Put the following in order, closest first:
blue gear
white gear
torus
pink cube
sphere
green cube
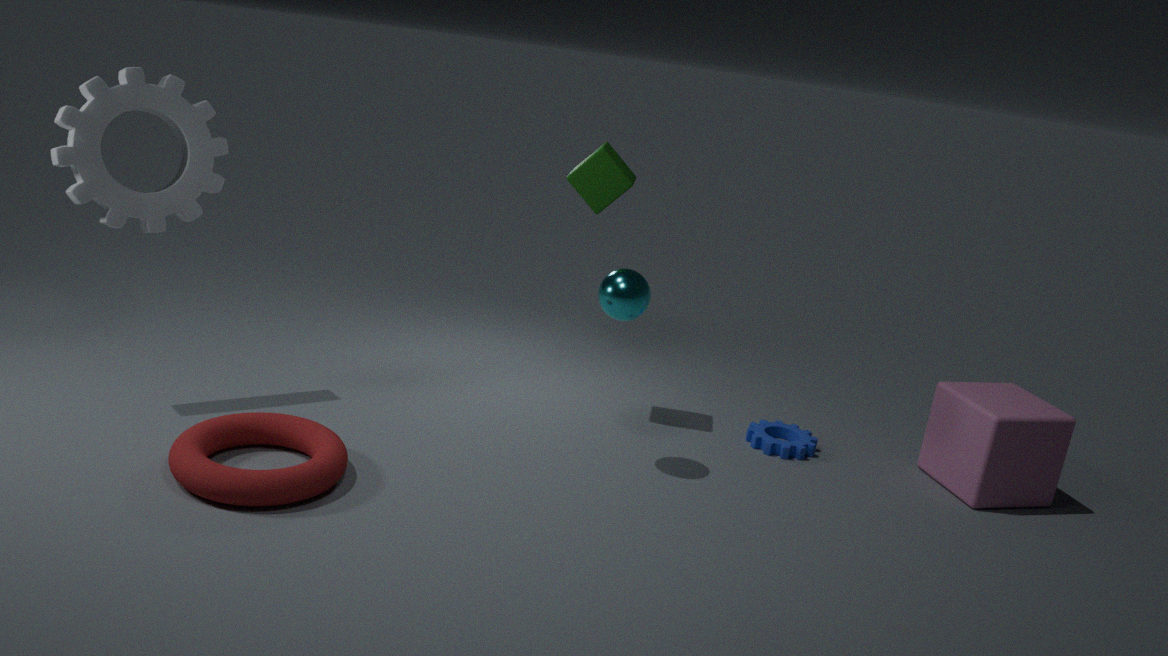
1. torus
2. white gear
3. sphere
4. pink cube
5. green cube
6. blue gear
